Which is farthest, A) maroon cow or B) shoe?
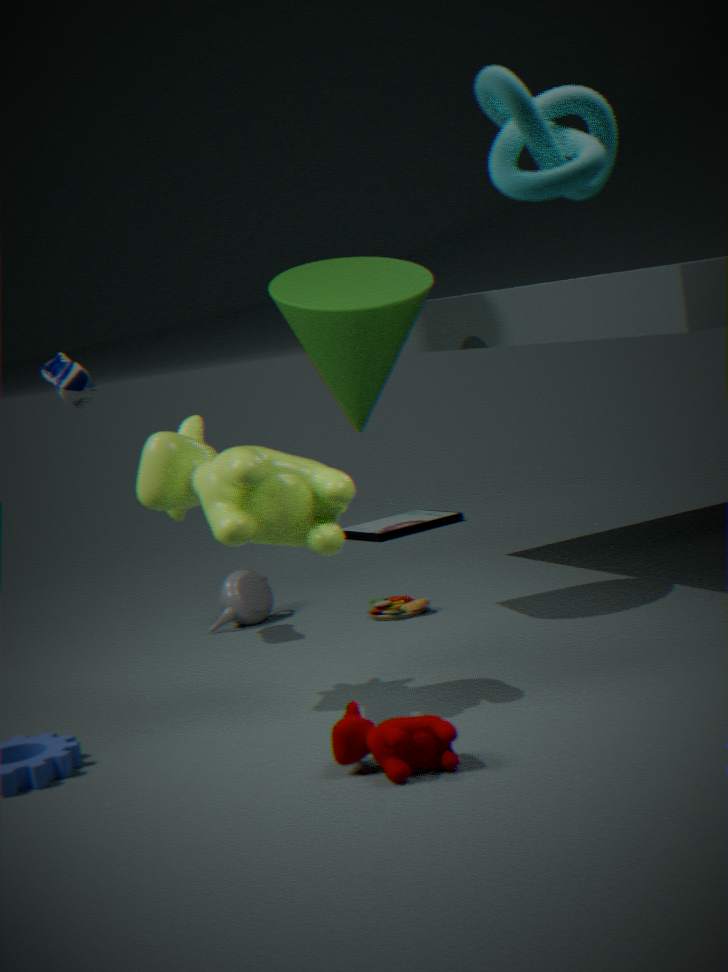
B. shoe
